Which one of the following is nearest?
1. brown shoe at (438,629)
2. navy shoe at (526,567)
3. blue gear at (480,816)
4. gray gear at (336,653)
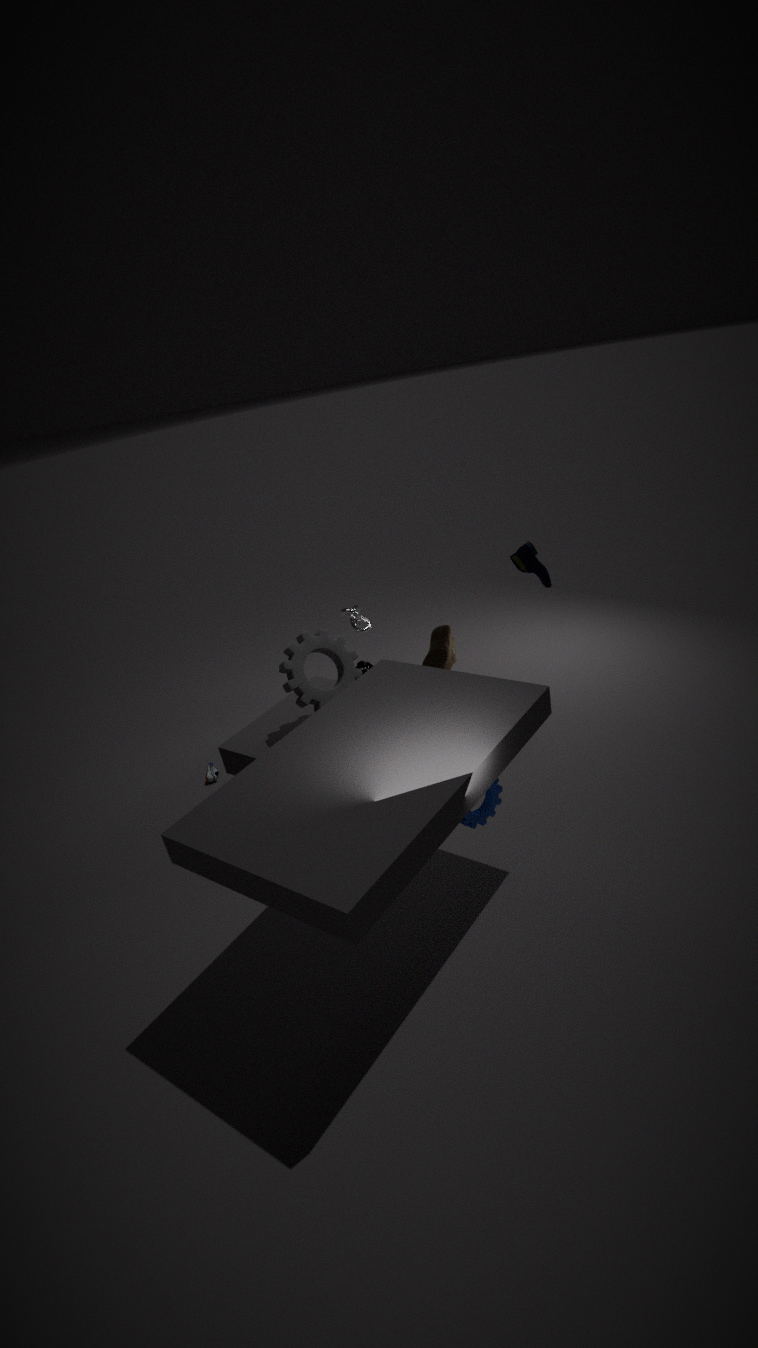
blue gear at (480,816)
